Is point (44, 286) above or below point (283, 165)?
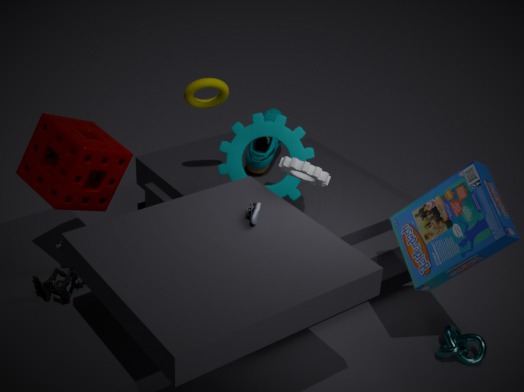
below
